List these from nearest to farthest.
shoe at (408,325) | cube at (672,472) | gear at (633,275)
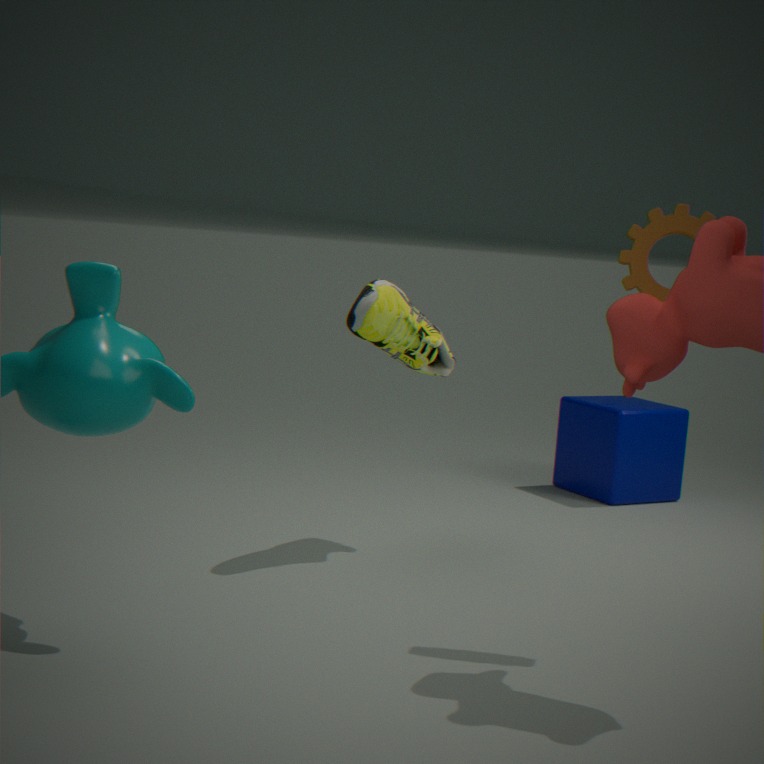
gear at (633,275)
shoe at (408,325)
cube at (672,472)
